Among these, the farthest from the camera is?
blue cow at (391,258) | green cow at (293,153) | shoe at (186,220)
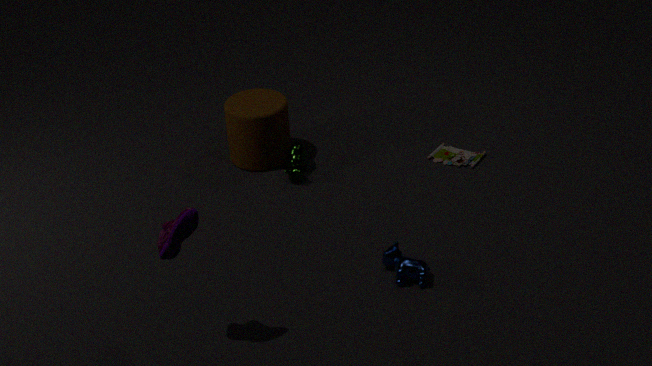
green cow at (293,153)
